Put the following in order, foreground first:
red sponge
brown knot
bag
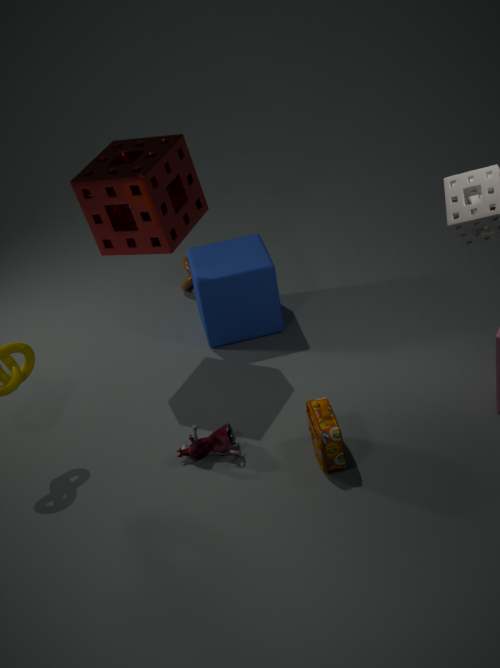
bag → red sponge → brown knot
